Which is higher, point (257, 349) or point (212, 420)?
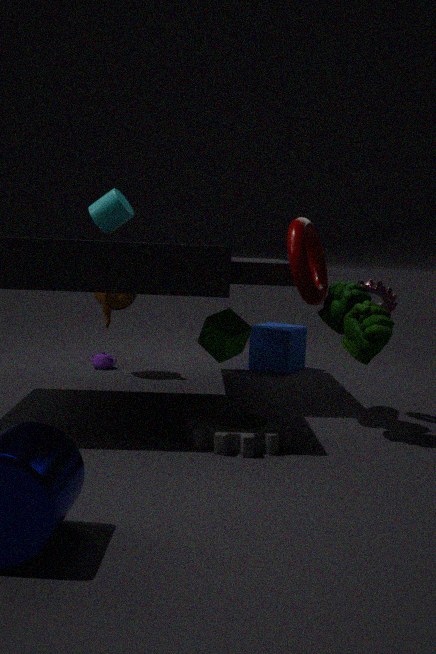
point (257, 349)
